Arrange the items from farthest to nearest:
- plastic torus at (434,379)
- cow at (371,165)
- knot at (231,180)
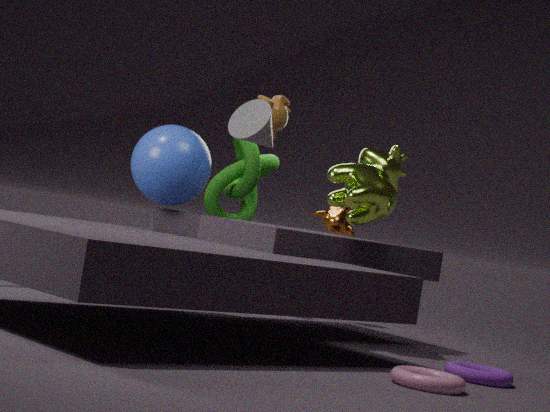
knot at (231,180), cow at (371,165), plastic torus at (434,379)
